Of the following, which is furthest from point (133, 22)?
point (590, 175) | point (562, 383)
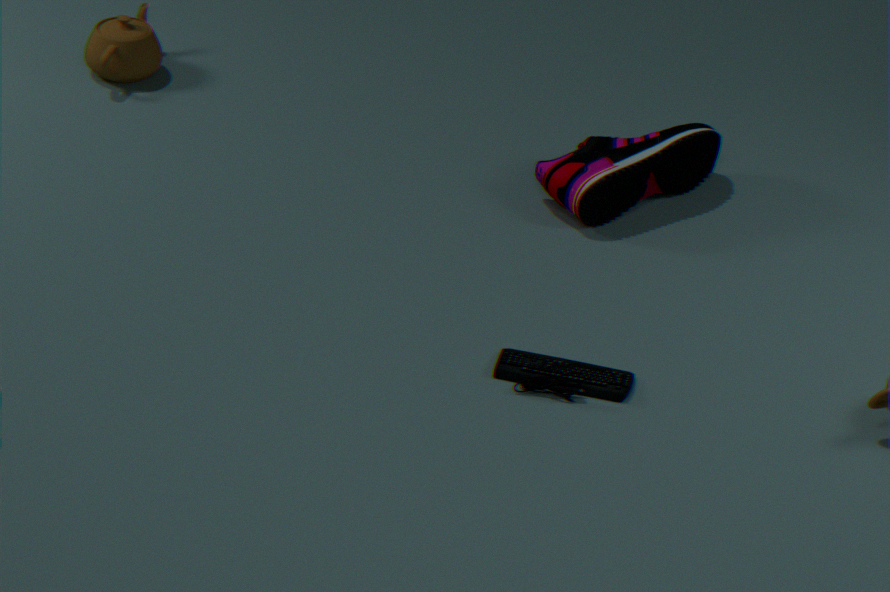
point (562, 383)
